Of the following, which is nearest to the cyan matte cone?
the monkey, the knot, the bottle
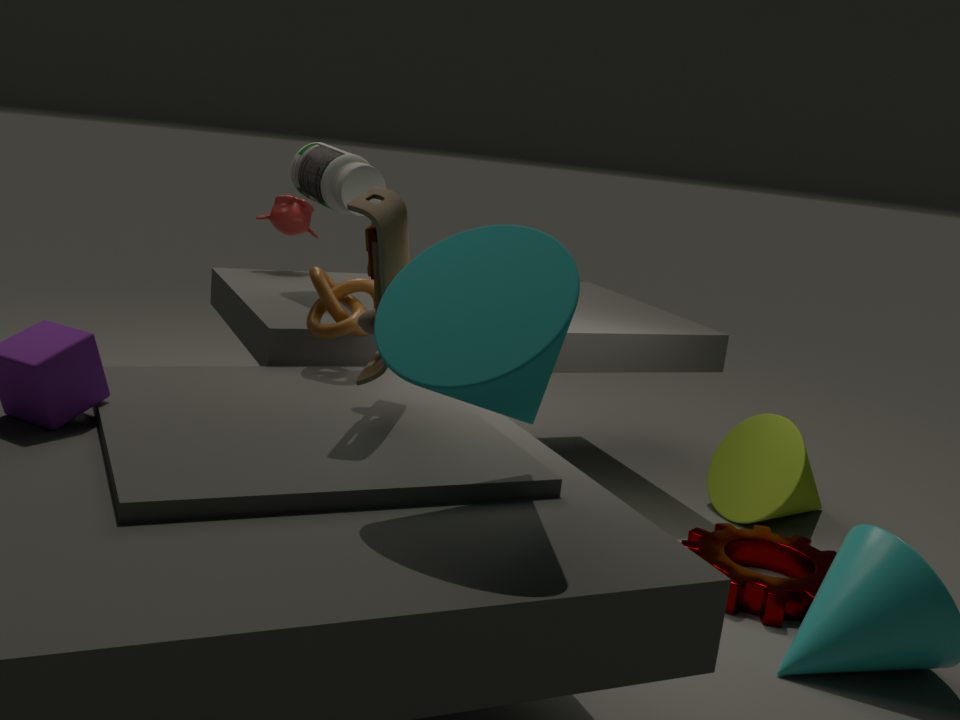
the knot
